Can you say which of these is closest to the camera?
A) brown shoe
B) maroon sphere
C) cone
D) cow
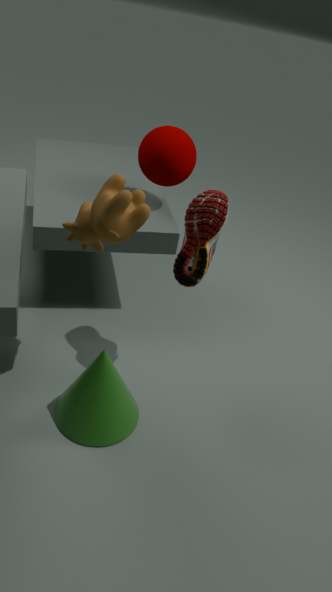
cow
